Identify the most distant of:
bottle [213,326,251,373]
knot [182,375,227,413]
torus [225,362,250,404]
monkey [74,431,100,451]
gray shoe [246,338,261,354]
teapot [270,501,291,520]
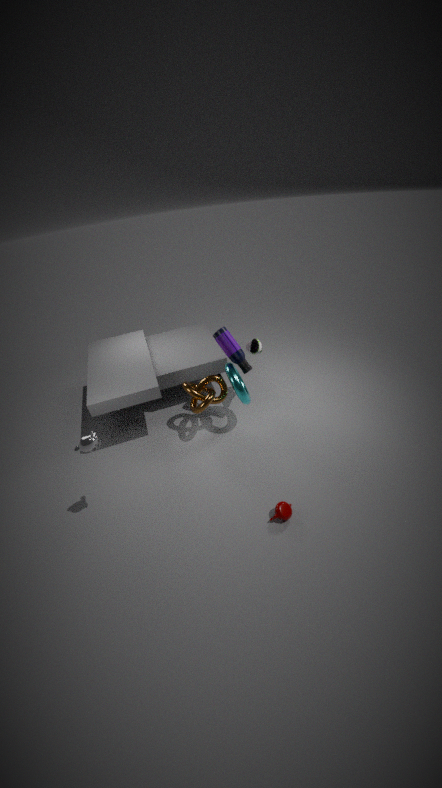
gray shoe [246,338,261,354]
